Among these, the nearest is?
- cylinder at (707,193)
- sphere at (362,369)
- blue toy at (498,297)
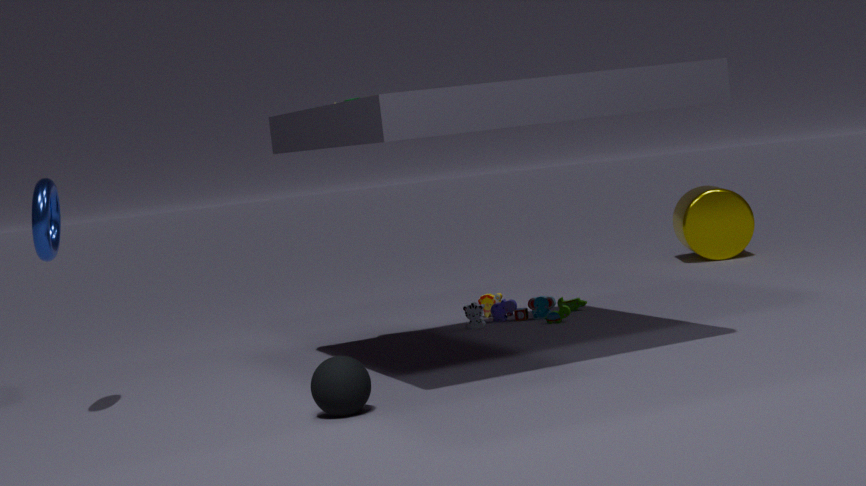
sphere at (362,369)
